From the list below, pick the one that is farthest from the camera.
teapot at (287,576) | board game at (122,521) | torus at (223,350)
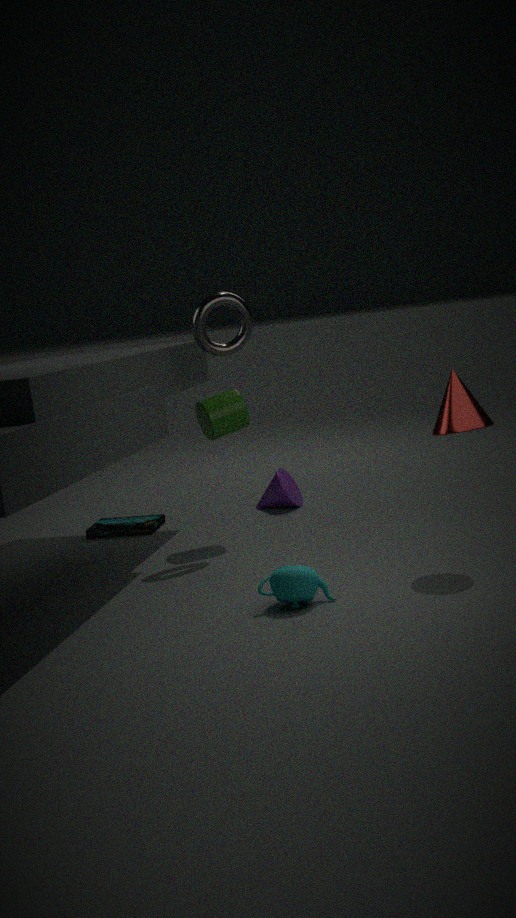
board game at (122,521)
